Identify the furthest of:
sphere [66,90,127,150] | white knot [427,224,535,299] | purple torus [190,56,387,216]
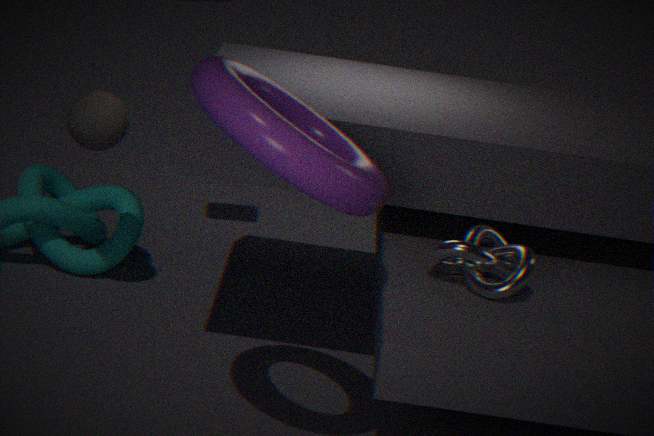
sphere [66,90,127,150]
